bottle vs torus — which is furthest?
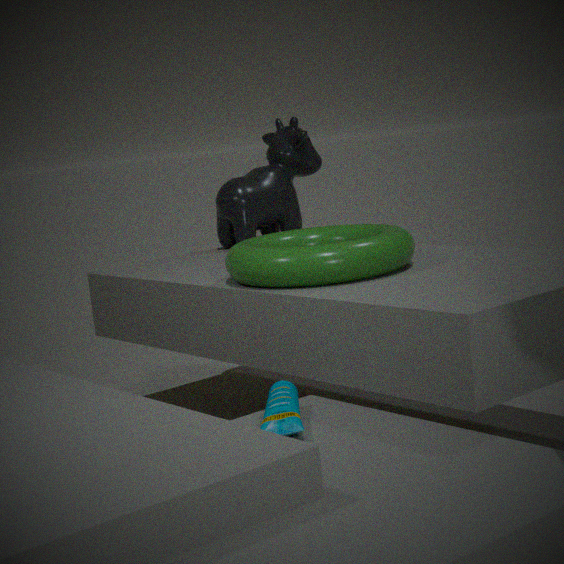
torus
